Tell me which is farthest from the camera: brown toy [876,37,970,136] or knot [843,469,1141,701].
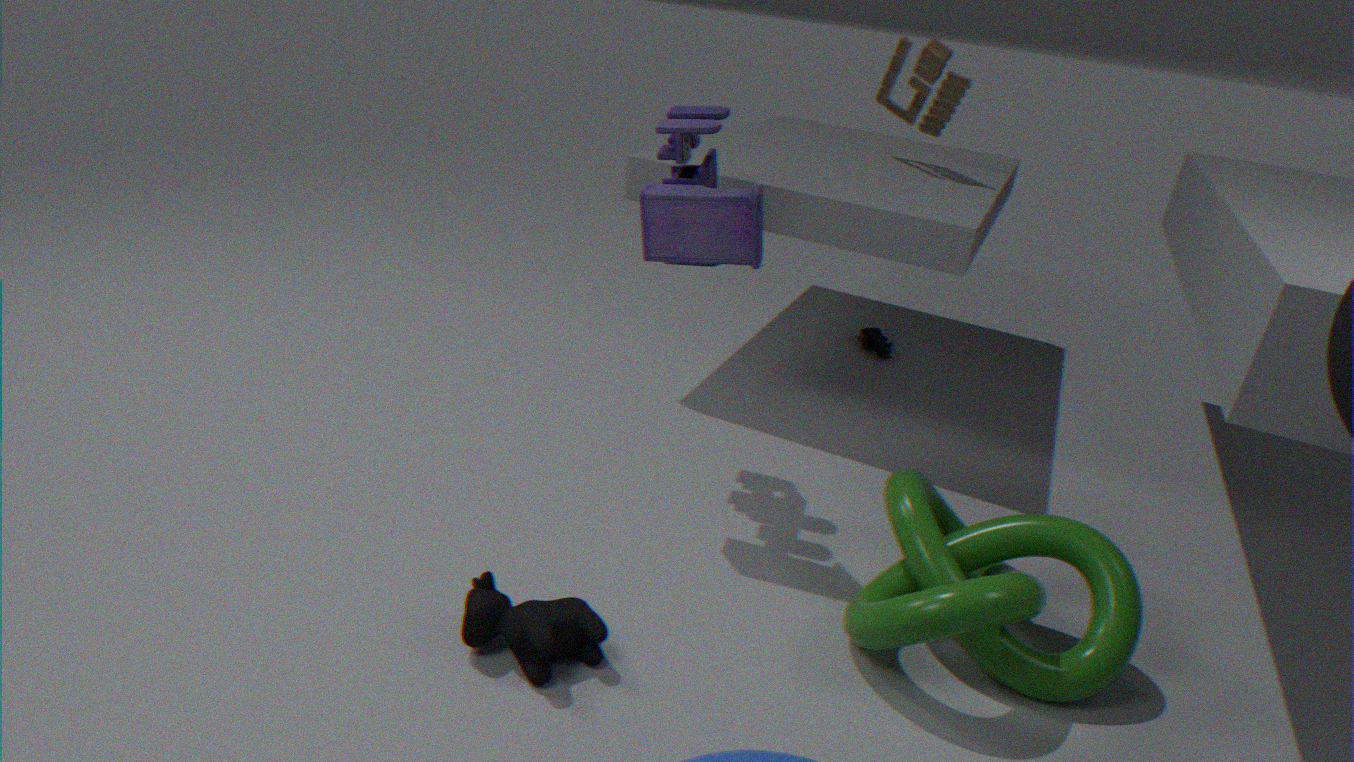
brown toy [876,37,970,136]
